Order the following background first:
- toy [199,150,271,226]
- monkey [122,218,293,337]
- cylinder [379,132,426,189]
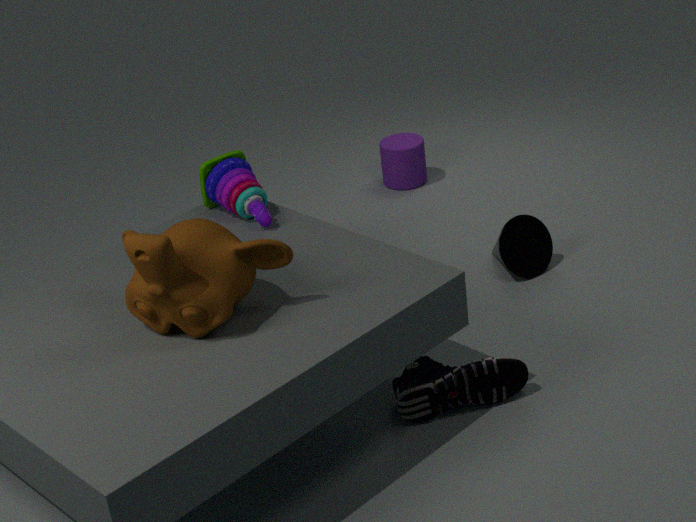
cylinder [379,132,426,189] → toy [199,150,271,226] → monkey [122,218,293,337]
